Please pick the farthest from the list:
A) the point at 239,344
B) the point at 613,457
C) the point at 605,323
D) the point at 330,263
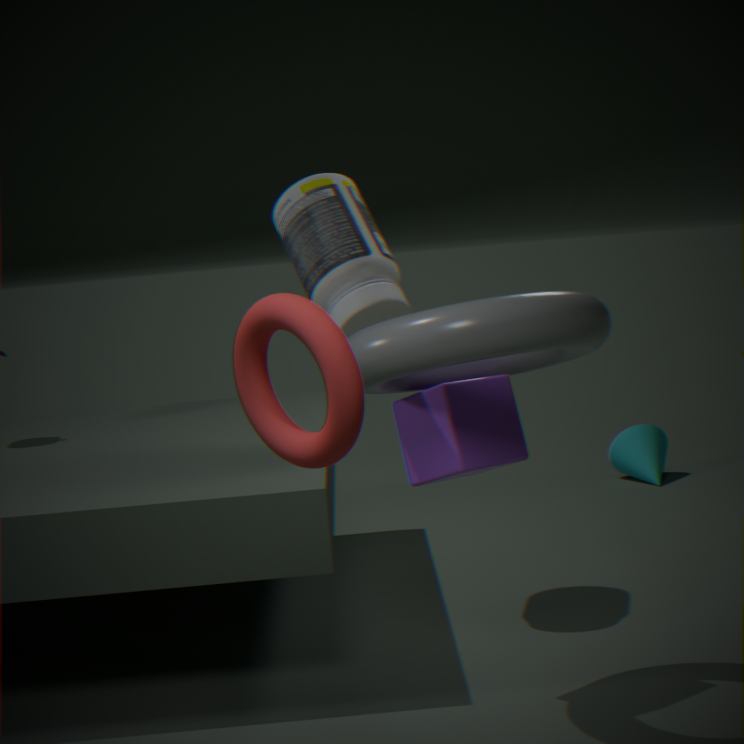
the point at 613,457
